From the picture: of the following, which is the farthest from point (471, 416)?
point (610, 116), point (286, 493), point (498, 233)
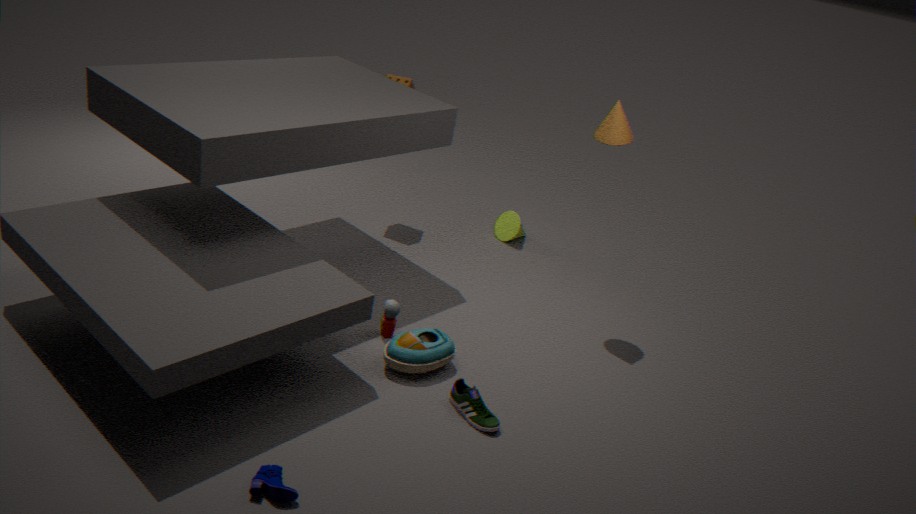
point (498, 233)
